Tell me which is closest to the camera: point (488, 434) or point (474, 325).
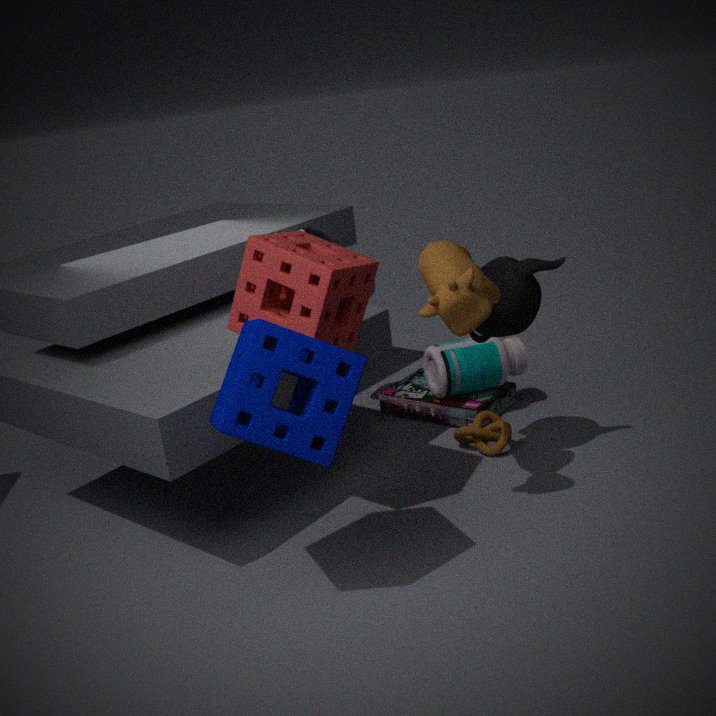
point (474, 325)
